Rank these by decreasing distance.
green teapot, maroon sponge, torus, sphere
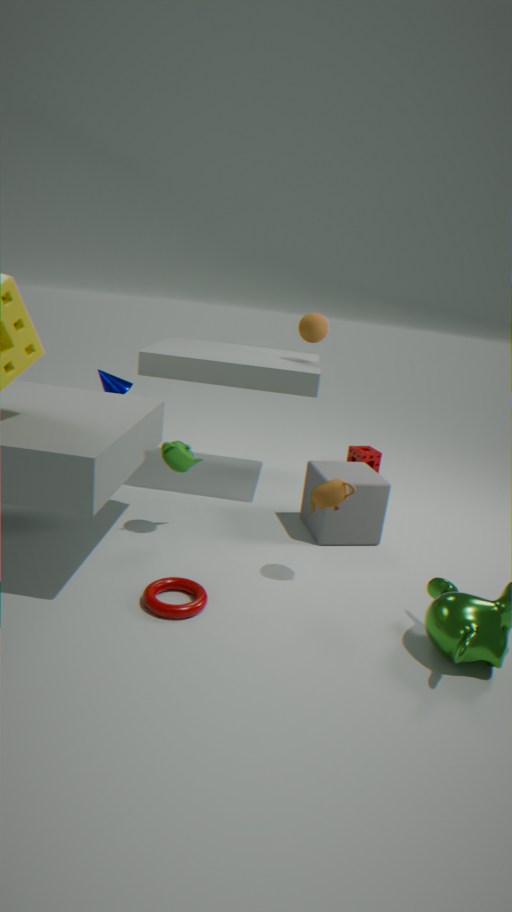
maroon sponge
sphere
green teapot
torus
